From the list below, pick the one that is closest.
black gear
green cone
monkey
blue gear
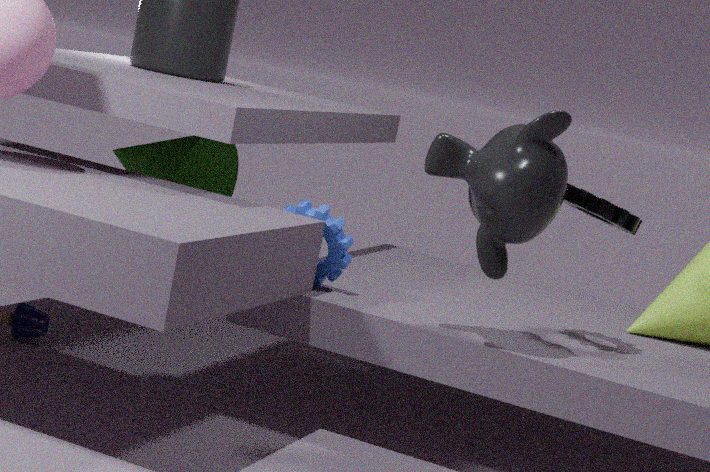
monkey
